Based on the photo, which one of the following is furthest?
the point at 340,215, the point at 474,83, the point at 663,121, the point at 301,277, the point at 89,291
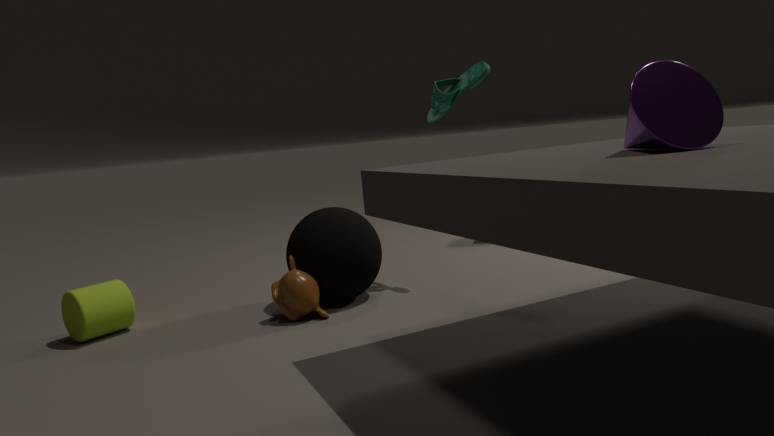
the point at 474,83
